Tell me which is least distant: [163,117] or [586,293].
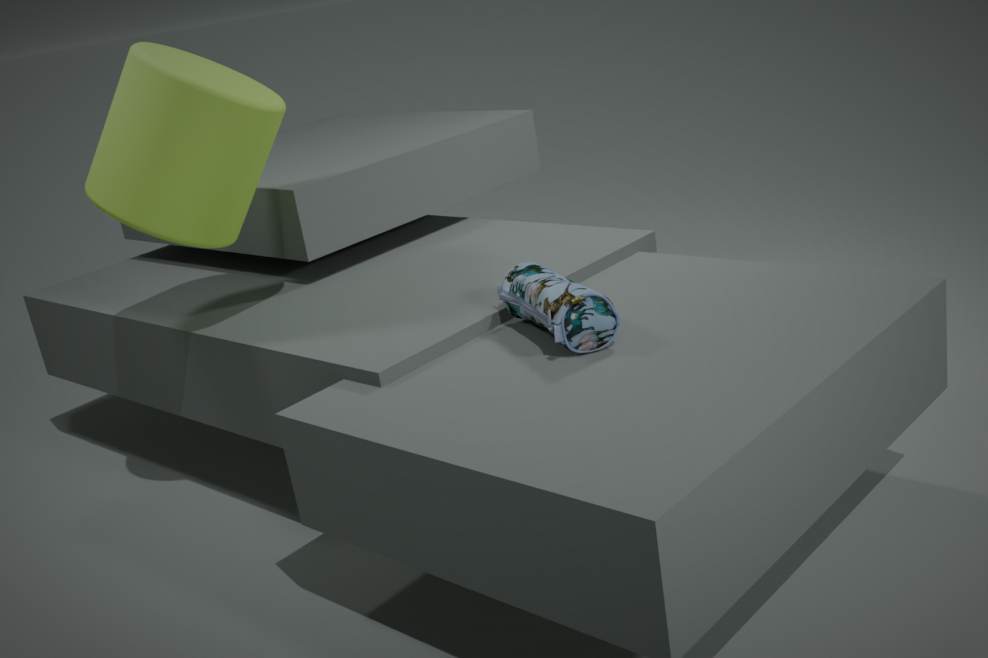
[586,293]
